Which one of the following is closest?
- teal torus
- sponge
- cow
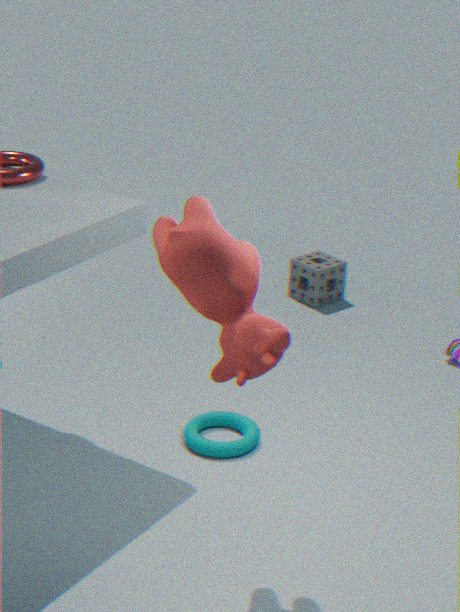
cow
